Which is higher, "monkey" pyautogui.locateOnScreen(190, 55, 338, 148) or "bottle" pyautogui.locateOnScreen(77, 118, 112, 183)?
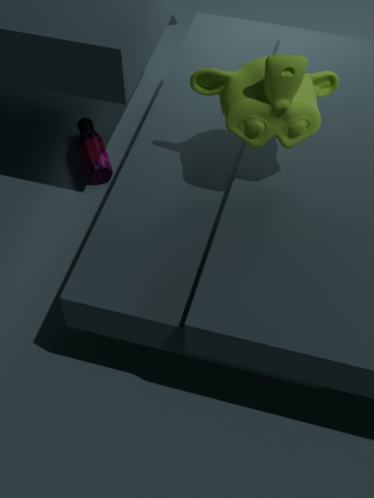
"monkey" pyautogui.locateOnScreen(190, 55, 338, 148)
